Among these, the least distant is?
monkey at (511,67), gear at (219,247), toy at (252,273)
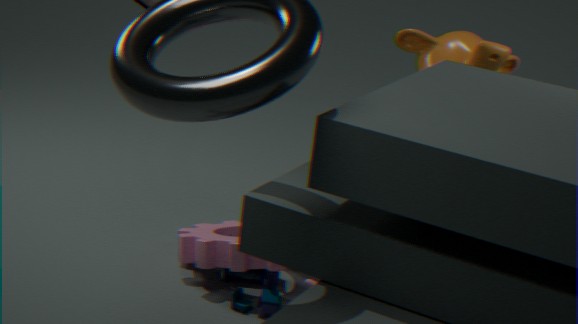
toy at (252,273)
